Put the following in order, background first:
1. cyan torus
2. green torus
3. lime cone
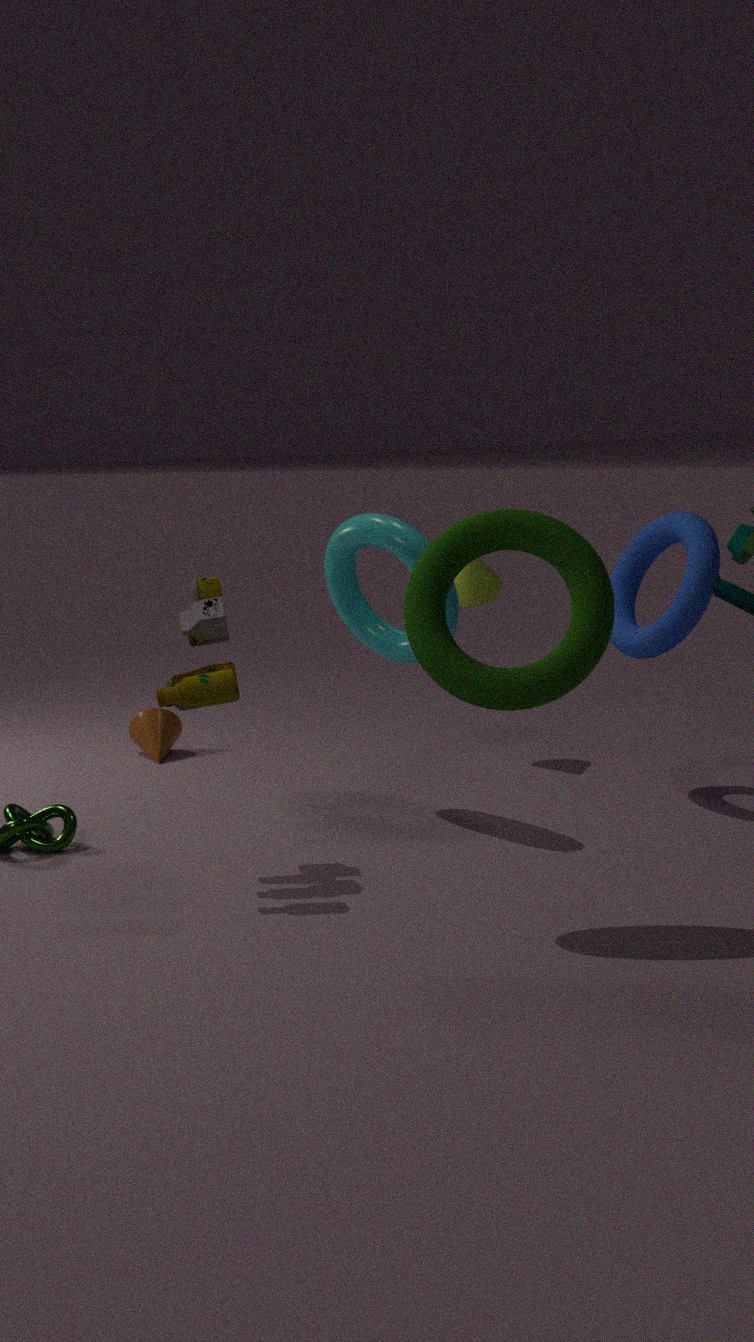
1. lime cone
2. cyan torus
3. green torus
